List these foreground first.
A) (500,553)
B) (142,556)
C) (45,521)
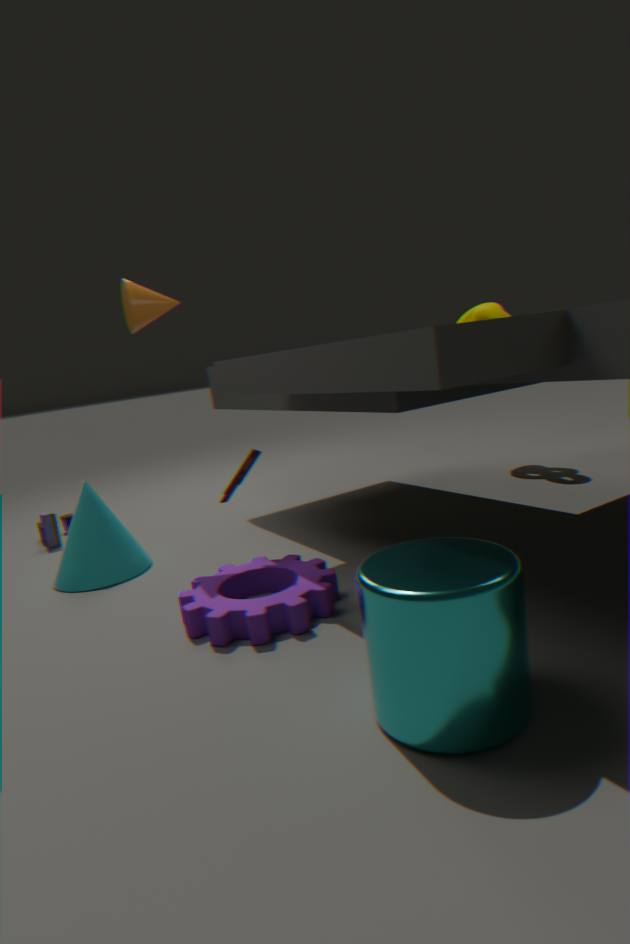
(500,553)
(142,556)
(45,521)
